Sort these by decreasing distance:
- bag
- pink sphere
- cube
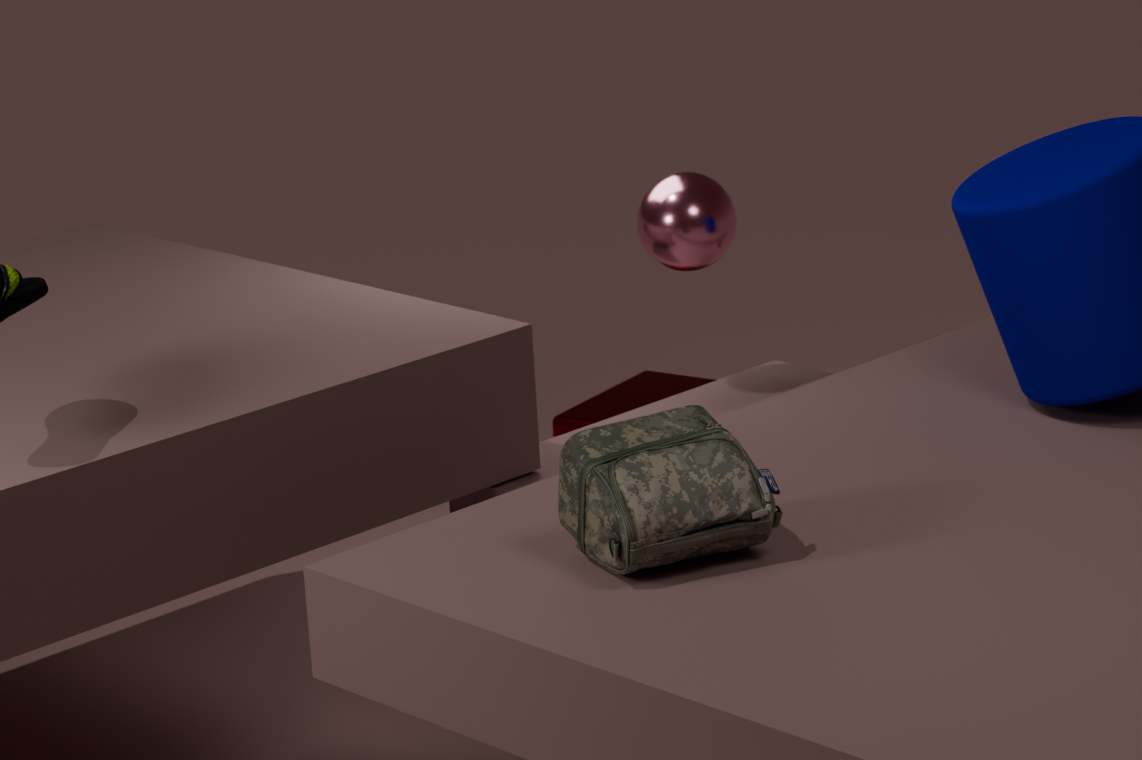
cube
pink sphere
bag
